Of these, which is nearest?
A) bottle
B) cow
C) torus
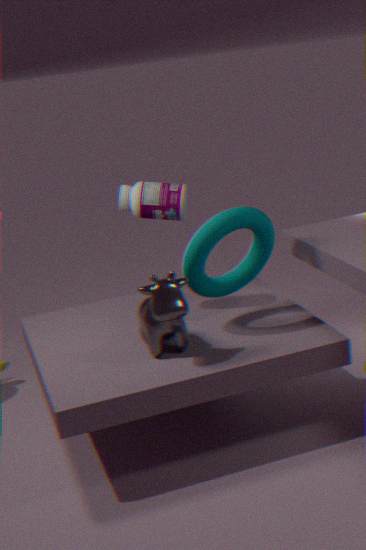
cow
